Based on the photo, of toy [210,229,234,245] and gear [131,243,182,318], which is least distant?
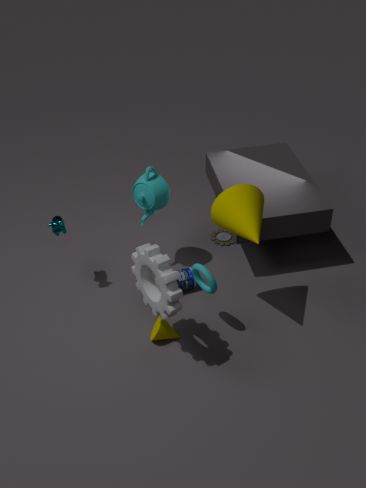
gear [131,243,182,318]
